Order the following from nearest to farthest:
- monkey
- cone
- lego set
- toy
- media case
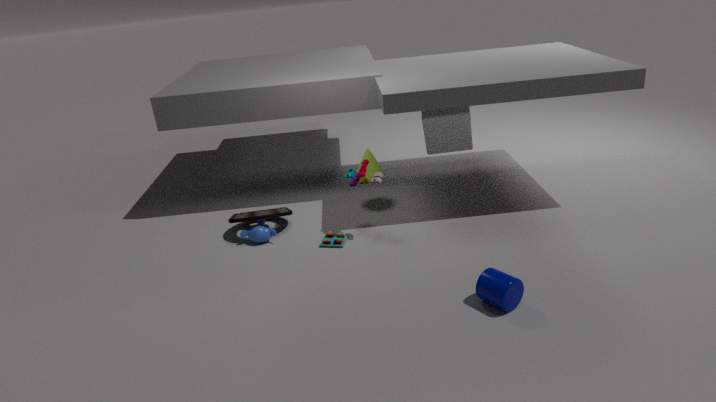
1. lego set
2. toy
3. media case
4. monkey
5. cone
